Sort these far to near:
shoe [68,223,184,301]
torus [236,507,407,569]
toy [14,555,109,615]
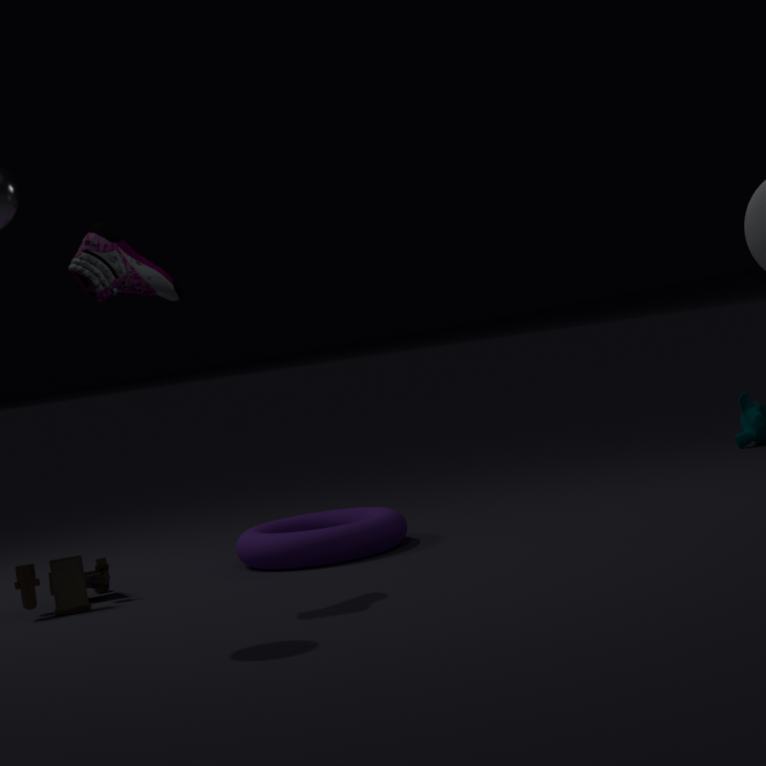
torus [236,507,407,569]
toy [14,555,109,615]
shoe [68,223,184,301]
